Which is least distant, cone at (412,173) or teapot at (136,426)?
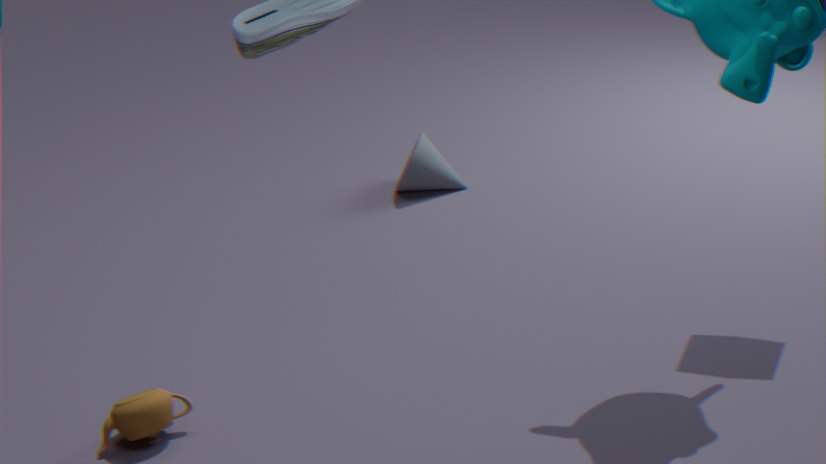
teapot at (136,426)
